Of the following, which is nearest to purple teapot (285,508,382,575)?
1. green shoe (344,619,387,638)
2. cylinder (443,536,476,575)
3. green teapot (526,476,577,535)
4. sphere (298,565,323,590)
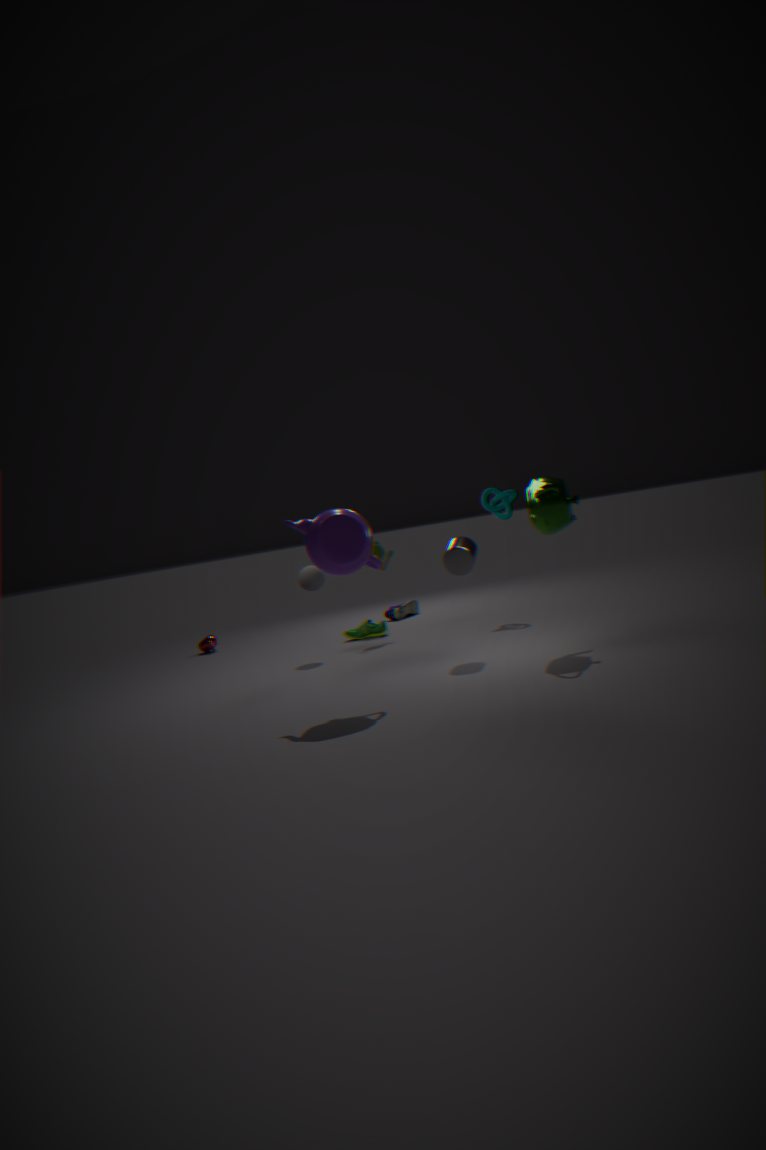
cylinder (443,536,476,575)
